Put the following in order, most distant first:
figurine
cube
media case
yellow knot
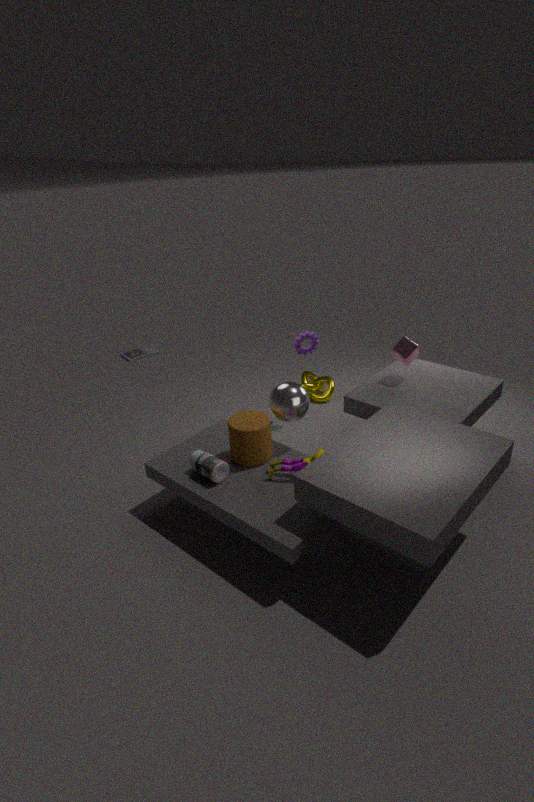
media case < yellow knot < cube < figurine
